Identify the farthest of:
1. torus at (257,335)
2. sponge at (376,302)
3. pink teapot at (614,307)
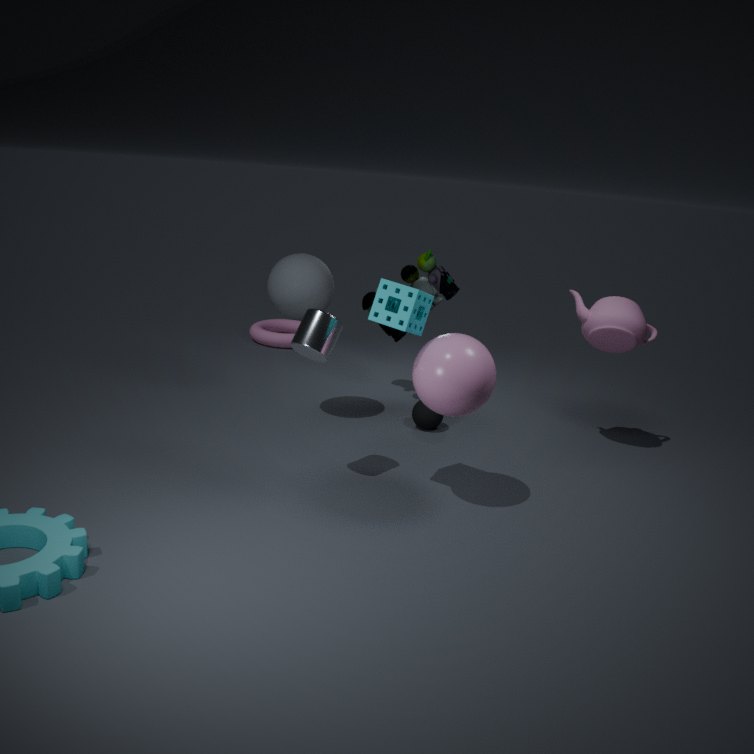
torus at (257,335)
